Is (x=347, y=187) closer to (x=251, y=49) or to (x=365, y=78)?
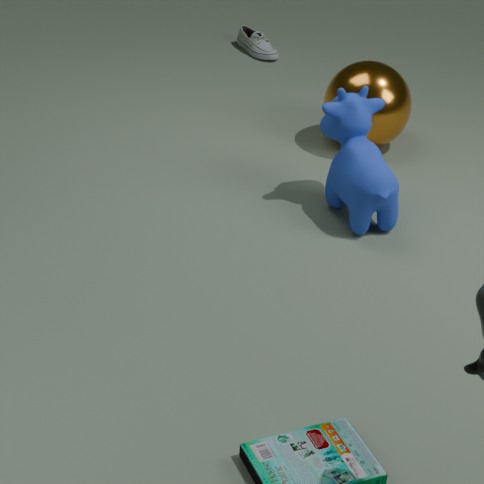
(x=365, y=78)
